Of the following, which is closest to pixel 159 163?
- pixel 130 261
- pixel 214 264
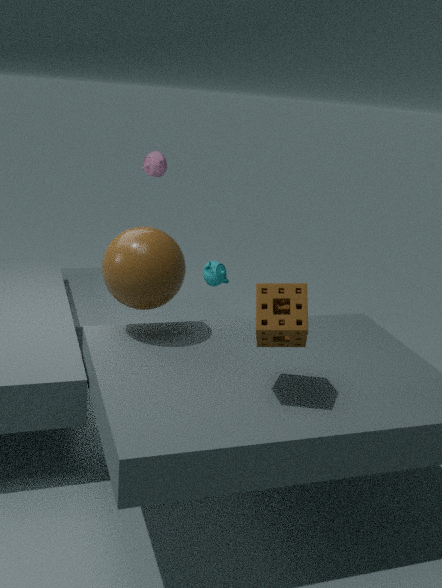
pixel 214 264
